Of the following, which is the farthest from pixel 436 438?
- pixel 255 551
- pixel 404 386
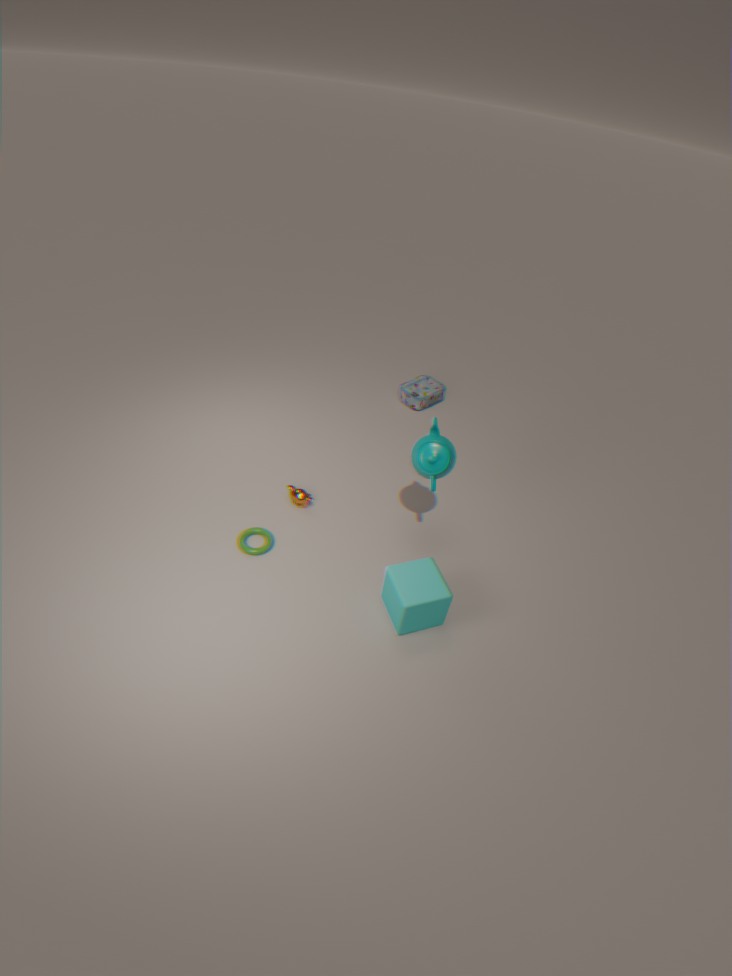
pixel 404 386
